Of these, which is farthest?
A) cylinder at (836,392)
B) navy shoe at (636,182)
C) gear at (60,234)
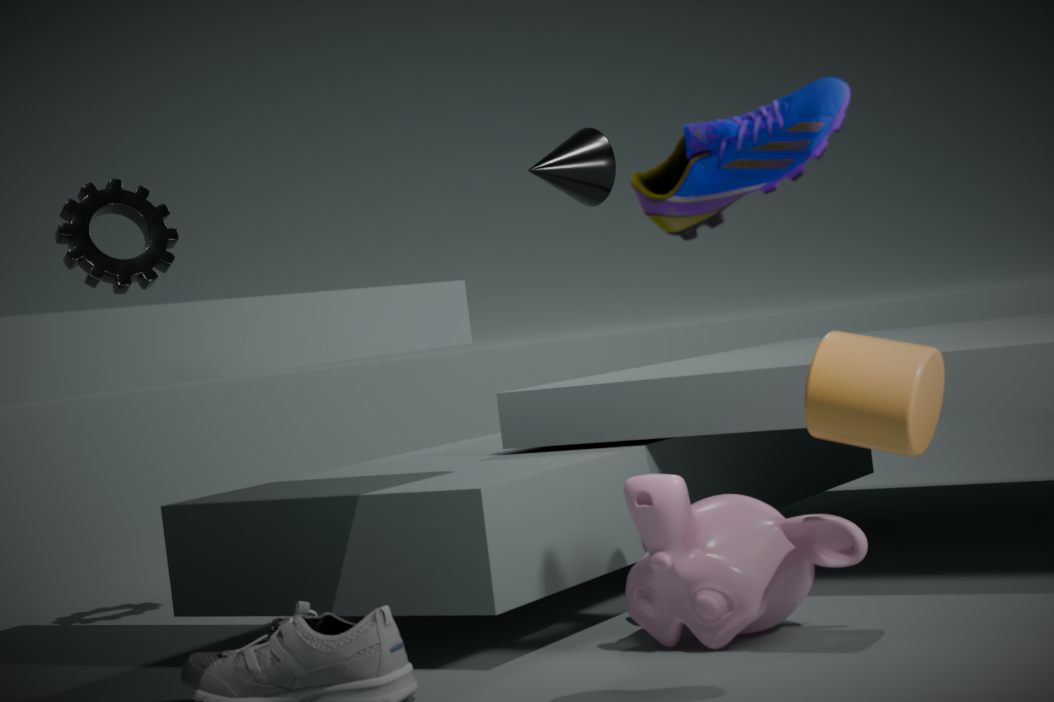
gear at (60,234)
